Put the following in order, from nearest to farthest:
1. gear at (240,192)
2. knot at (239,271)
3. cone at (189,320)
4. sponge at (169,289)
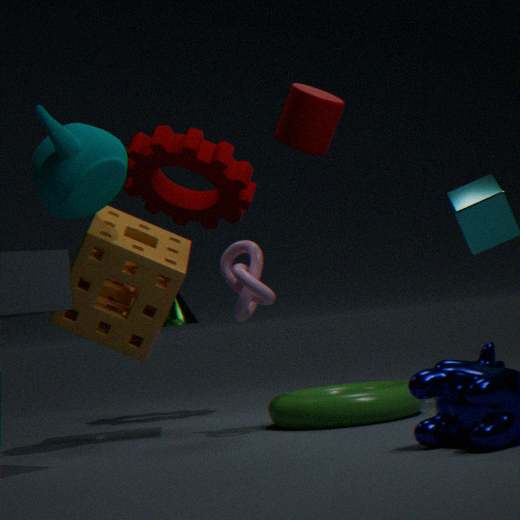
knot at (239,271), sponge at (169,289), gear at (240,192), cone at (189,320)
